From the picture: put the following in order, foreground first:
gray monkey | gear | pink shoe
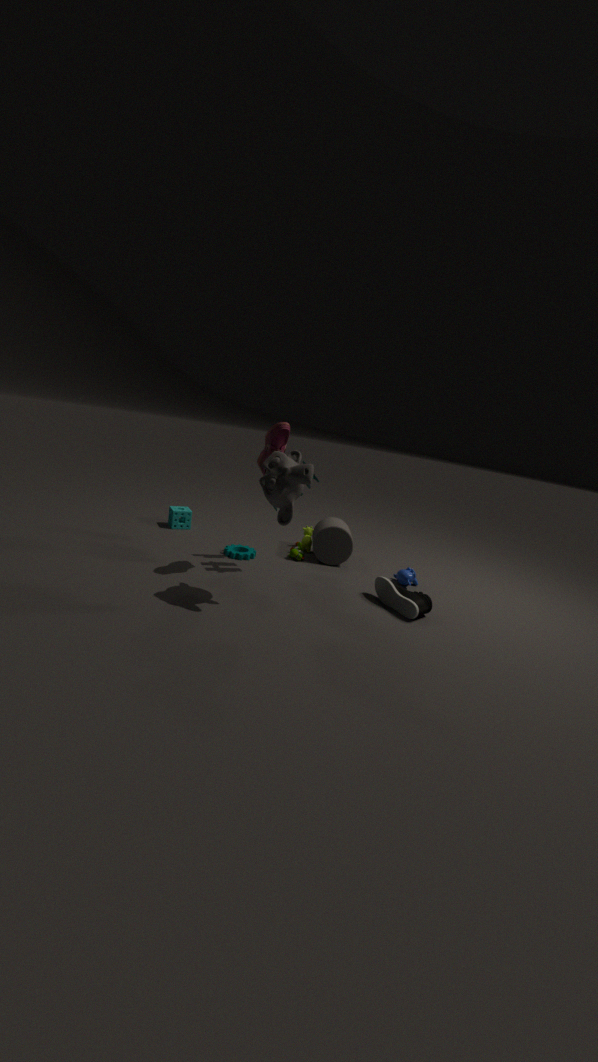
gray monkey → pink shoe → gear
